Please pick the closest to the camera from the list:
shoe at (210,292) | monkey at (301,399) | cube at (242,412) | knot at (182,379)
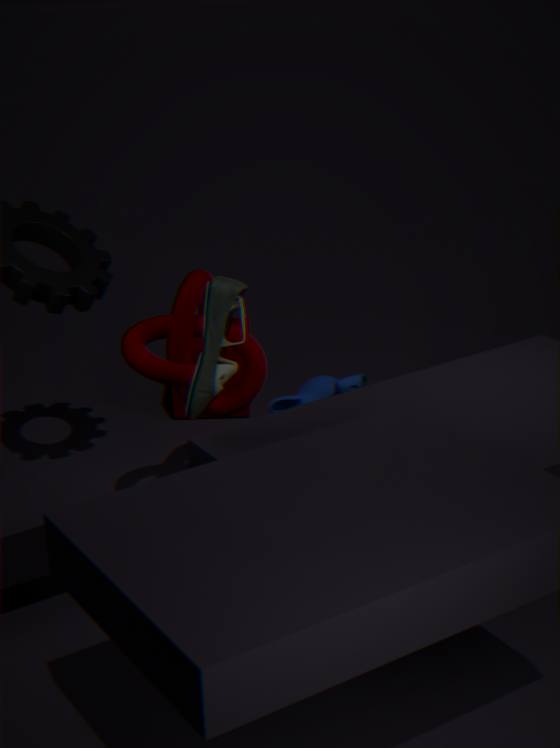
shoe at (210,292)
